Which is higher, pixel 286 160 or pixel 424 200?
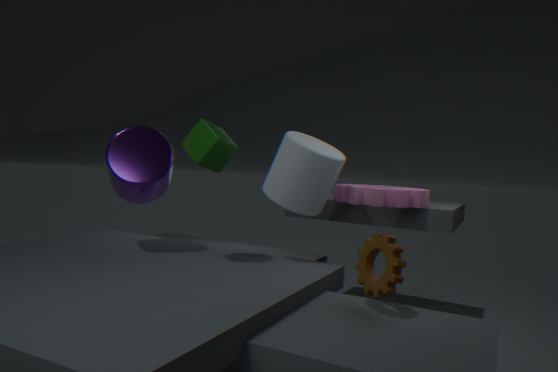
pixel 286 160
